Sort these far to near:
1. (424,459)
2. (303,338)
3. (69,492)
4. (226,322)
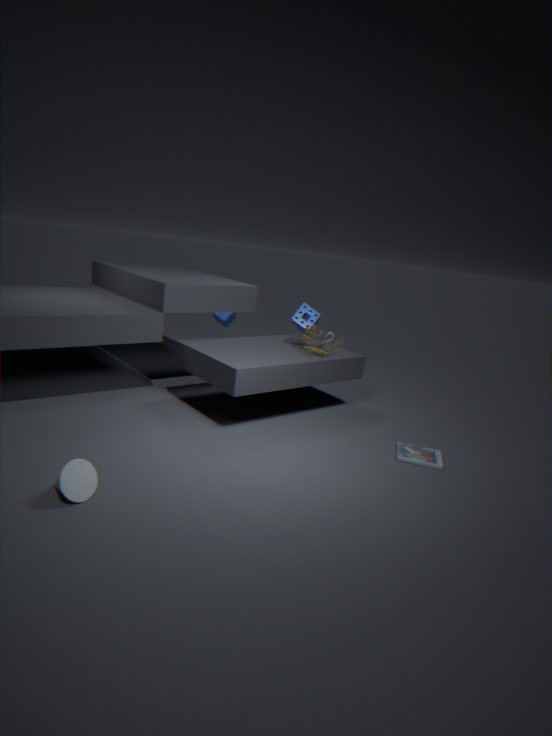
(226,322) → (303,338) → (424,459) → (69,492)
